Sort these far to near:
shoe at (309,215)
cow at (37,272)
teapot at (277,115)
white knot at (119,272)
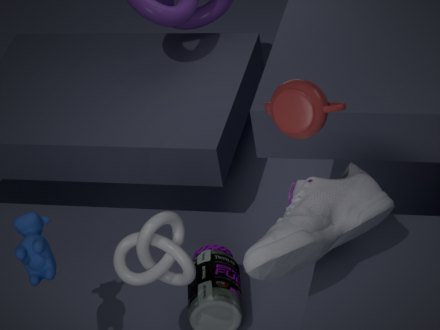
cow at (37,272)
white knot at (119,272)
shoe at (309,215)
teapot at (277,115)
